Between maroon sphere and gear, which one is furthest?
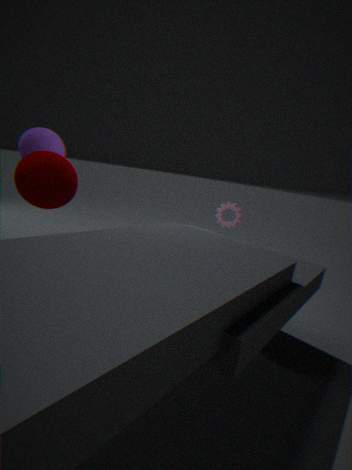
gear
